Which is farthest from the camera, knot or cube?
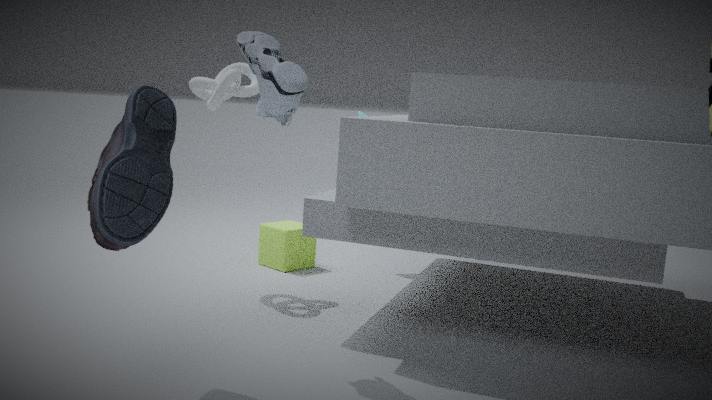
cube
